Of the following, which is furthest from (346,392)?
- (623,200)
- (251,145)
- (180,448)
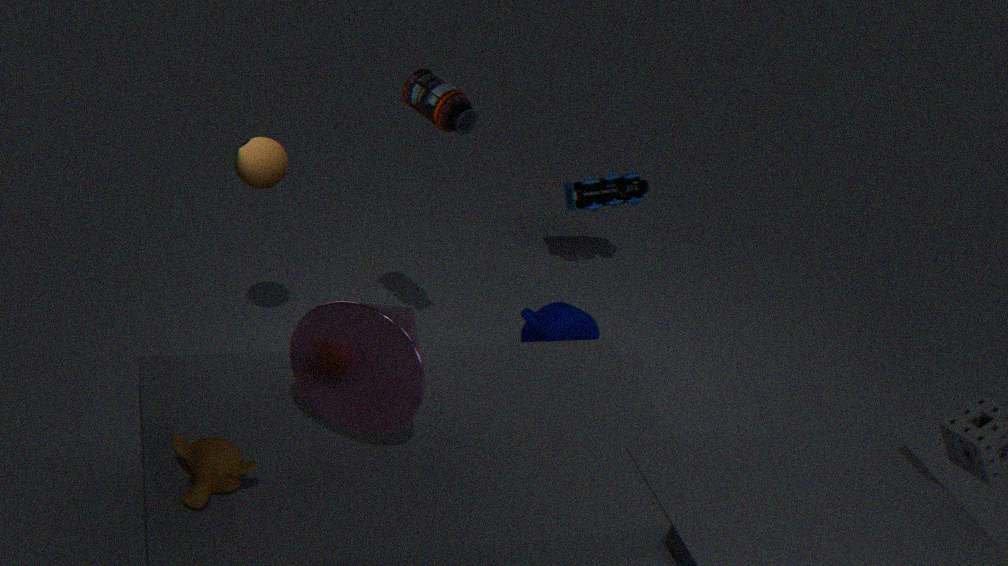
(623,200)
